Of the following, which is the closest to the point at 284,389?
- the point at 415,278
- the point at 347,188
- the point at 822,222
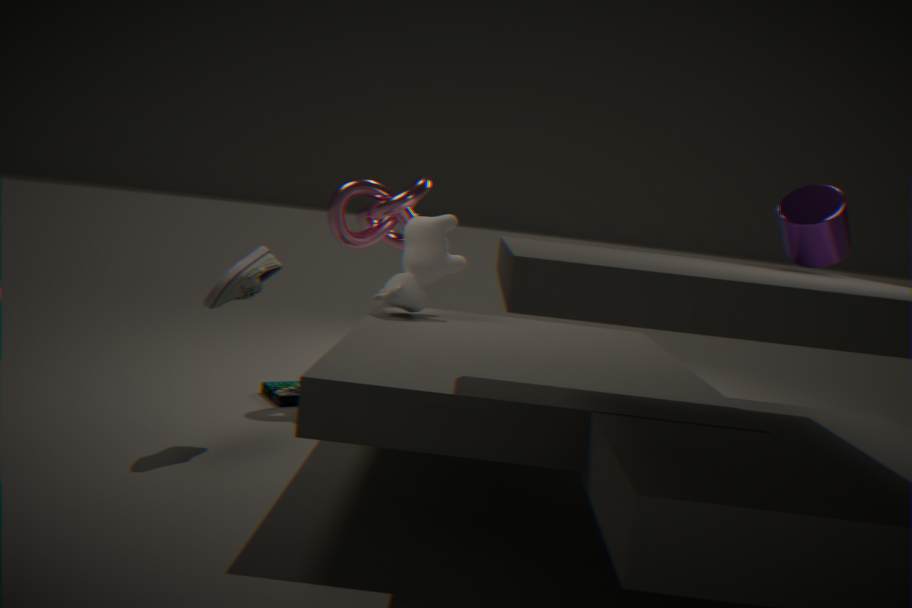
the point at 415,278
